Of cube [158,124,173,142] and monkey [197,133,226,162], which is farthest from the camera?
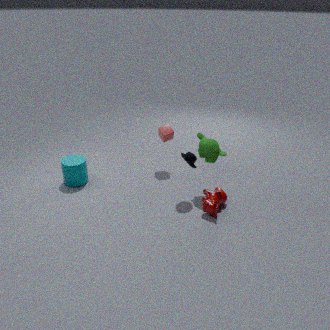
cube [158,124,173,142]
